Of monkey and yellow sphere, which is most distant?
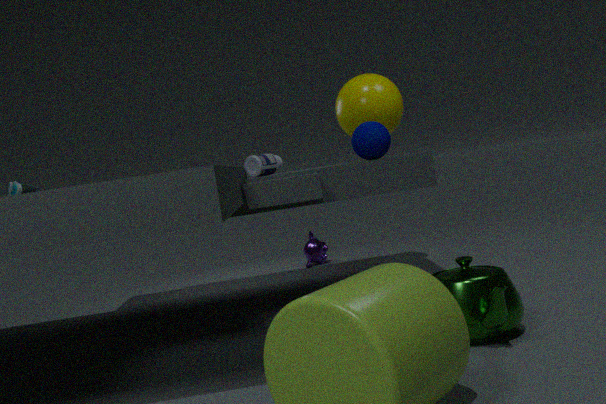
monkey
